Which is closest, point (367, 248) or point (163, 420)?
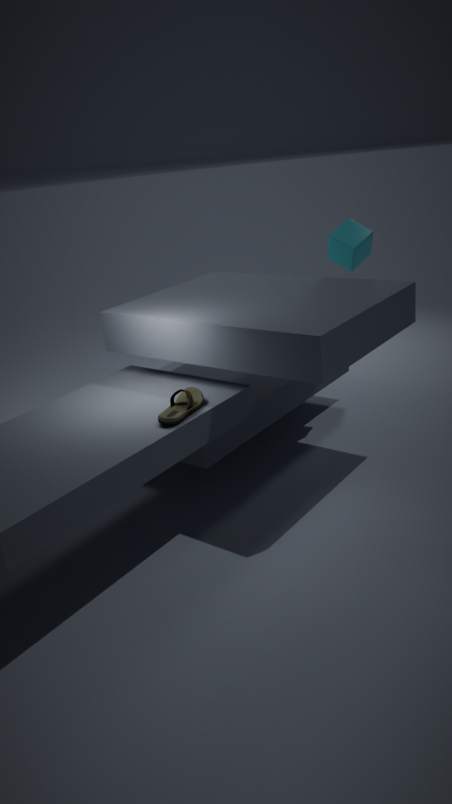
point (163, 420)
